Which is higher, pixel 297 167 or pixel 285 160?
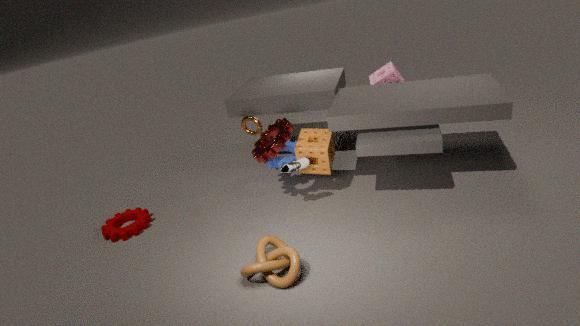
pixel 297 167
